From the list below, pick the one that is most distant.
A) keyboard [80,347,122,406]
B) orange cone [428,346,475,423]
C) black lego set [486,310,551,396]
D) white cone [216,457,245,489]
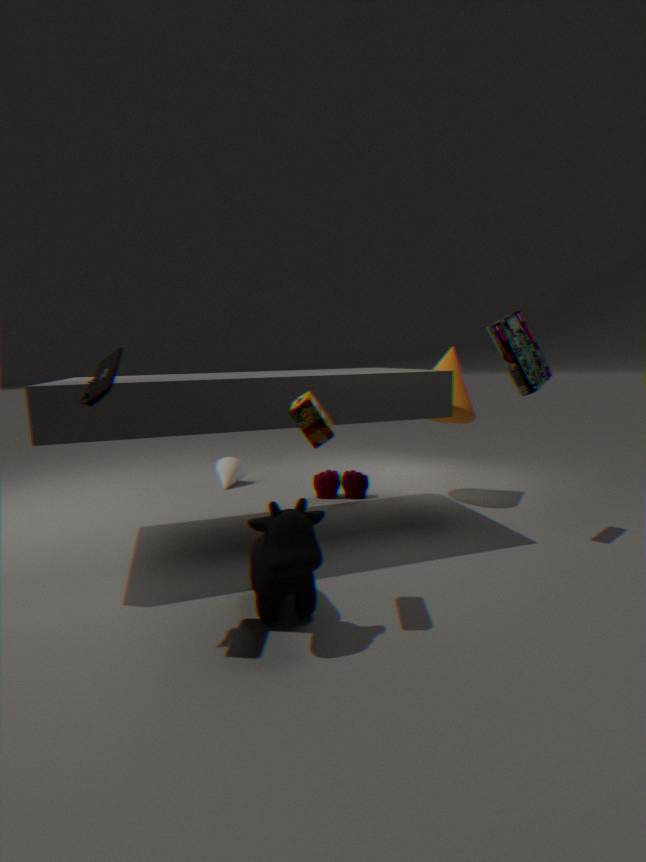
white cone [216,457,245,489]
